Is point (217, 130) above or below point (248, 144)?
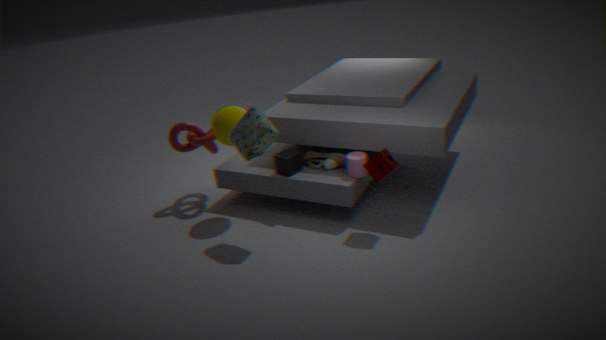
below
